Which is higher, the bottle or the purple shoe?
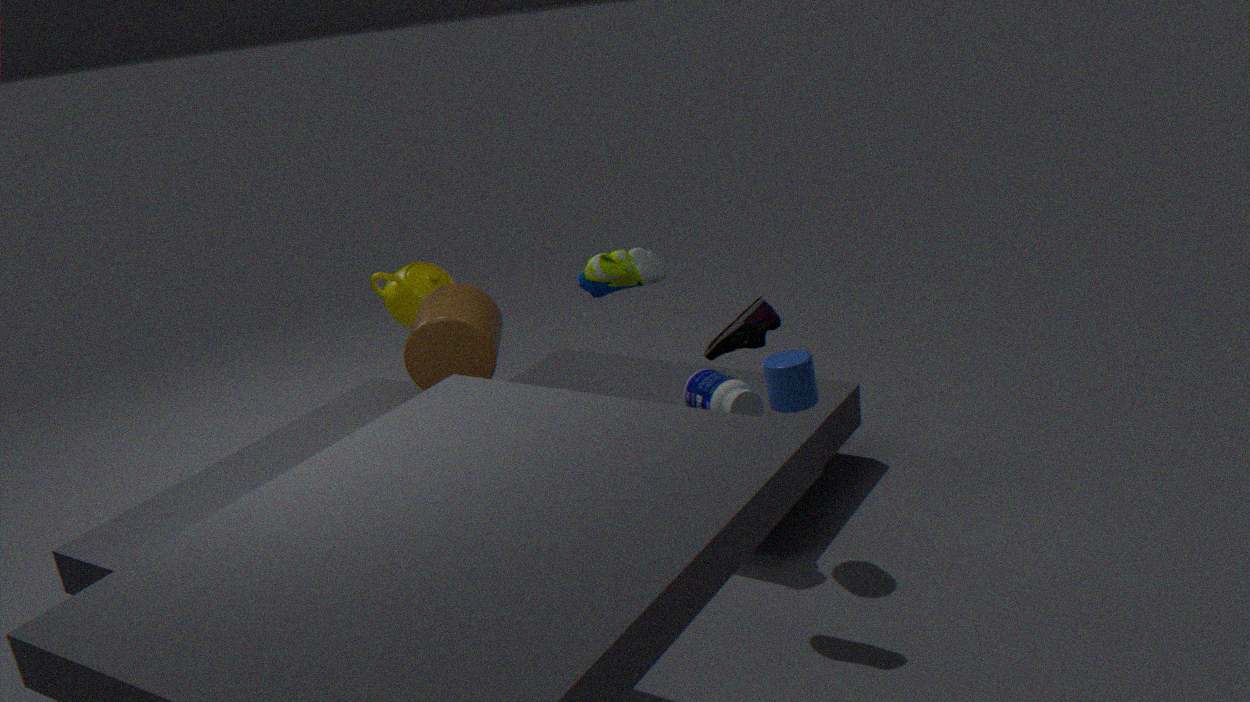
the purple shoe
